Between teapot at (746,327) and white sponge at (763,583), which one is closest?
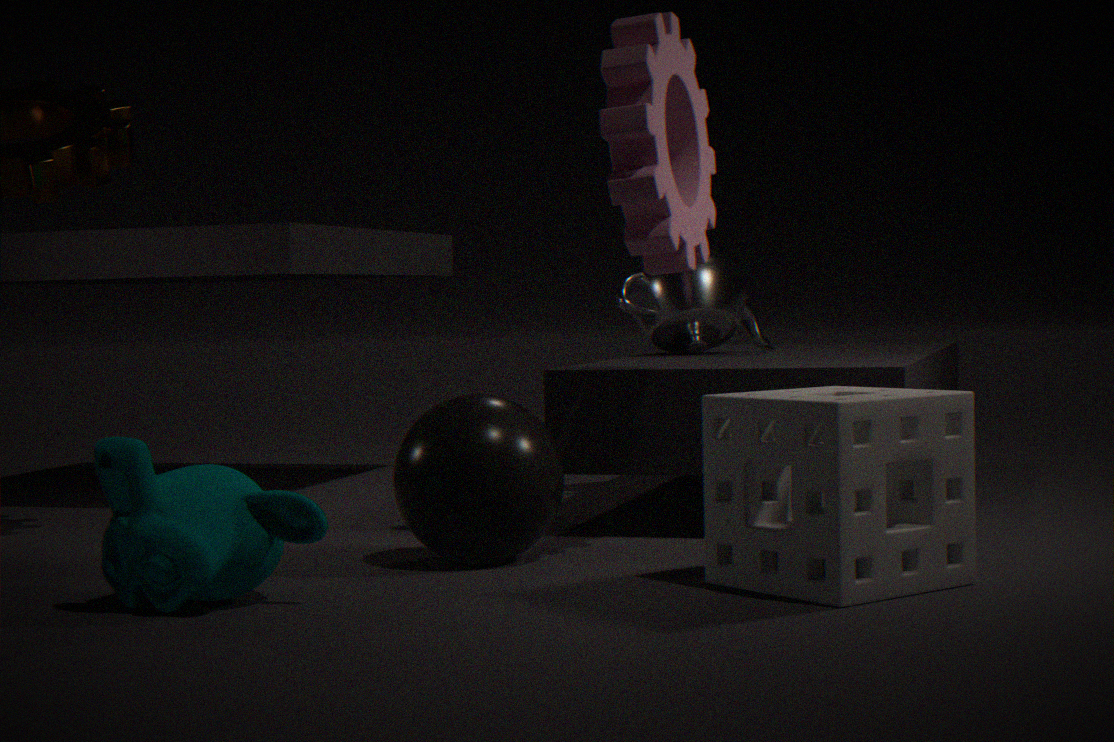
white sponge at (763,583)
